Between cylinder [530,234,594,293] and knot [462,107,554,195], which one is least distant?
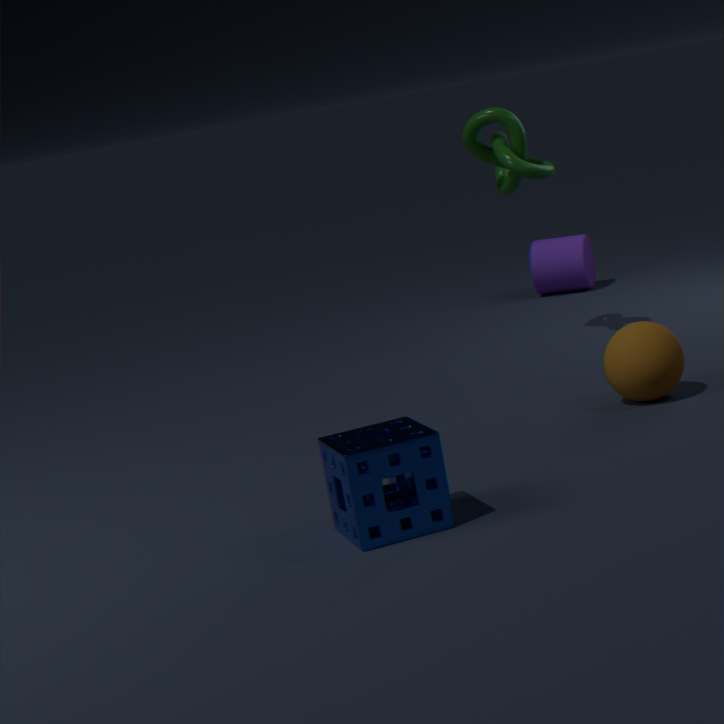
knot [462,107,554,195]
